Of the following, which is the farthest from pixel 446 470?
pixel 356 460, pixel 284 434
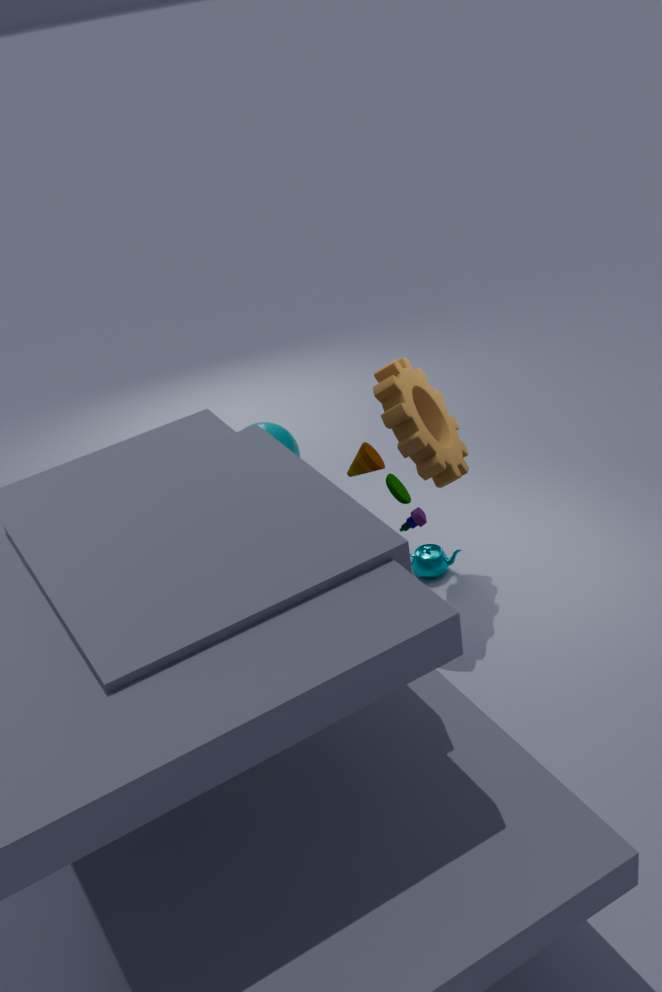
pixel 284 434
